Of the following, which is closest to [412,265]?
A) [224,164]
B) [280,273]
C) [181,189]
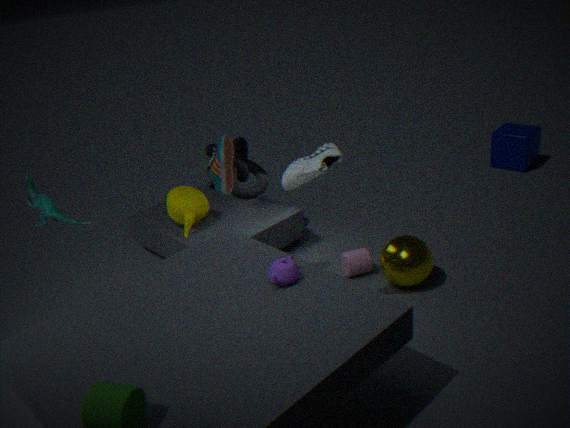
[280,273]
